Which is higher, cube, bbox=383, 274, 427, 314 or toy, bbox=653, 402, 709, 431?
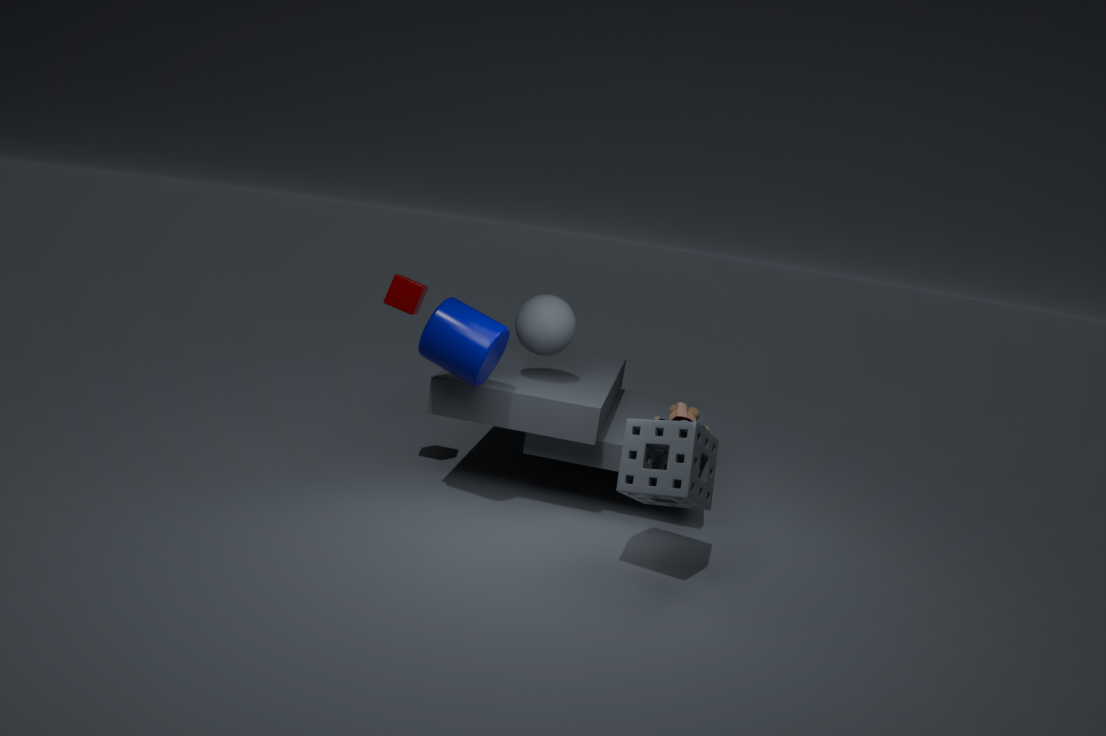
cube, bbox=383, 274, 427, 314
